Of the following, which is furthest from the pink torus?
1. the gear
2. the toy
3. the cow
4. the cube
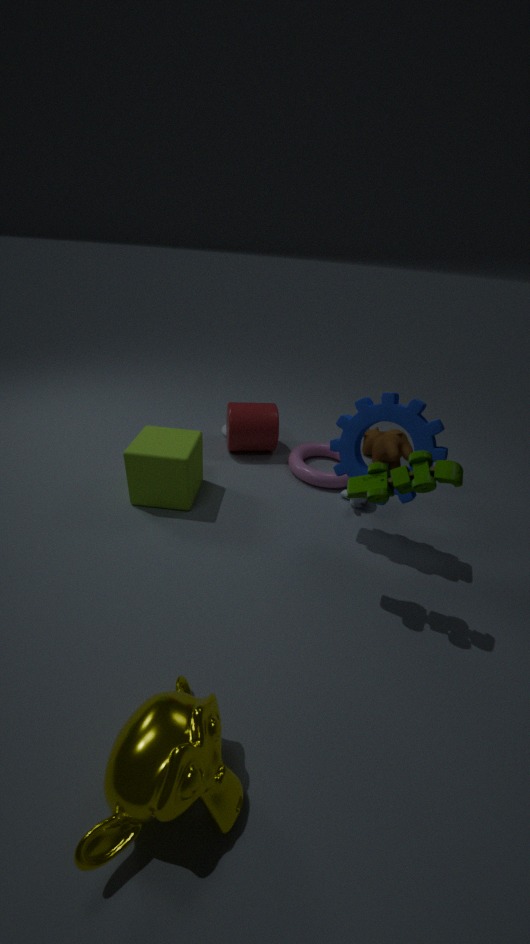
the toy
